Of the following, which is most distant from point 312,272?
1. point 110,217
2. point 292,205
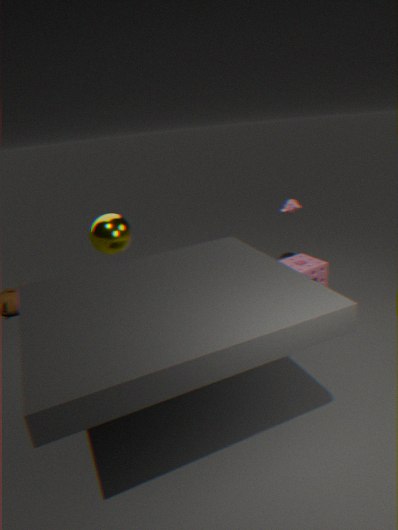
point 110,217
